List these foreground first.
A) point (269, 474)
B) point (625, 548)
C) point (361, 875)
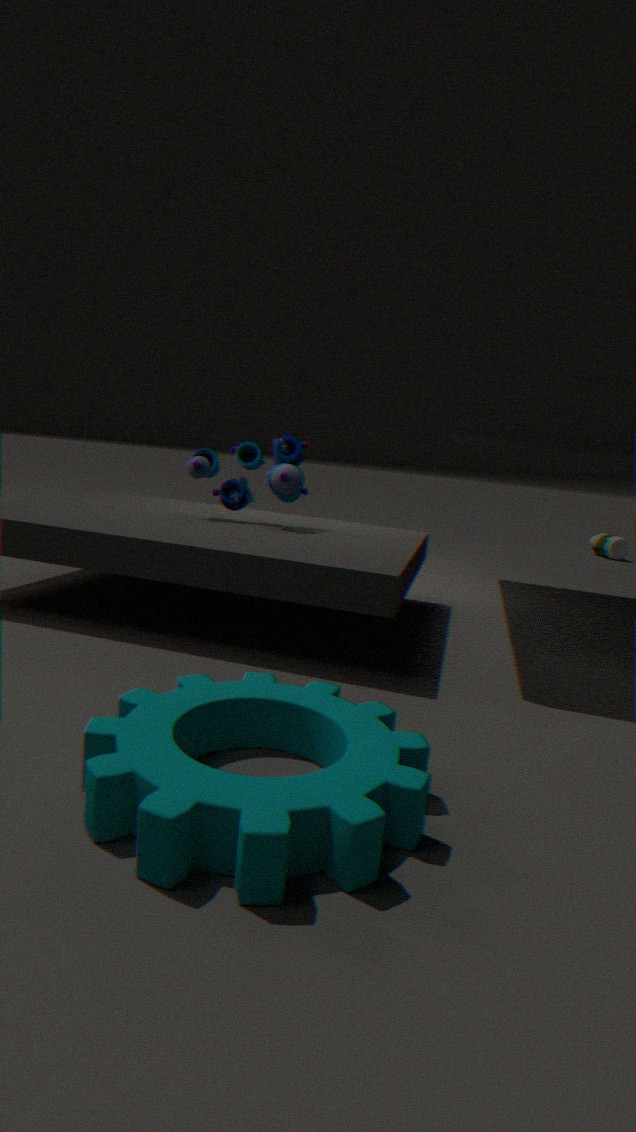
1. C. point (361, 875)
2. A. point (269, 474)
3. B. point (625, 548)
